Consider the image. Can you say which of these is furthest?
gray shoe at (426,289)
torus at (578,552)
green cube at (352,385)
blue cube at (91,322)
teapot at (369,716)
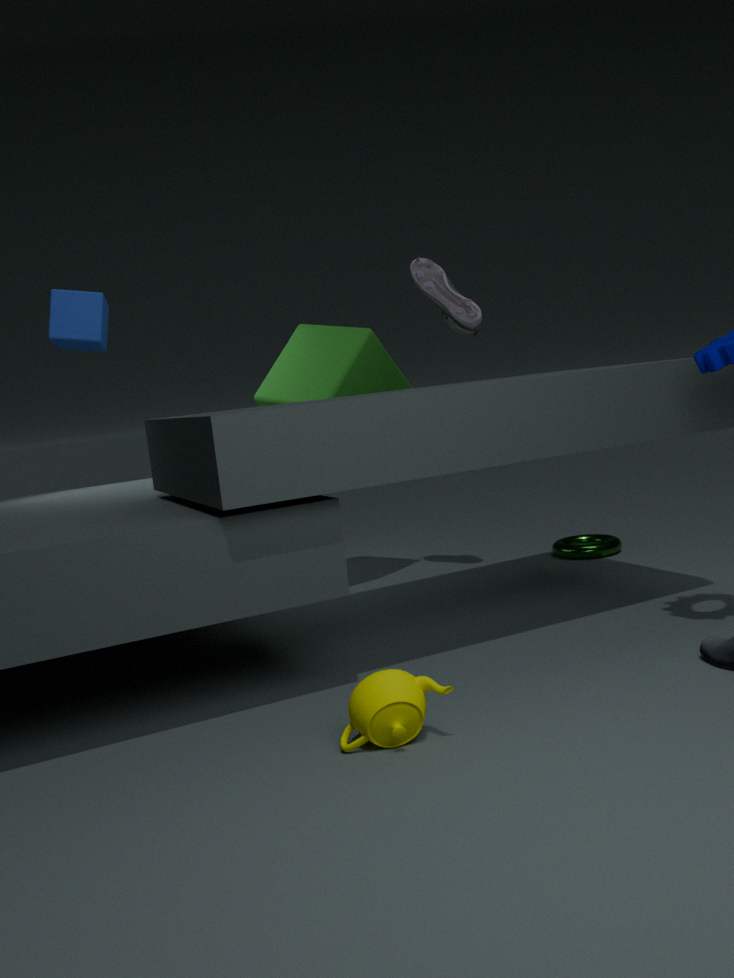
torus at (578,552)
